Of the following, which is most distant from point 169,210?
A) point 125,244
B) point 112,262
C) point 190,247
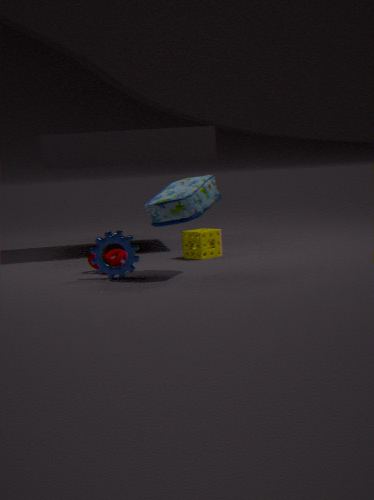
point 190,247
